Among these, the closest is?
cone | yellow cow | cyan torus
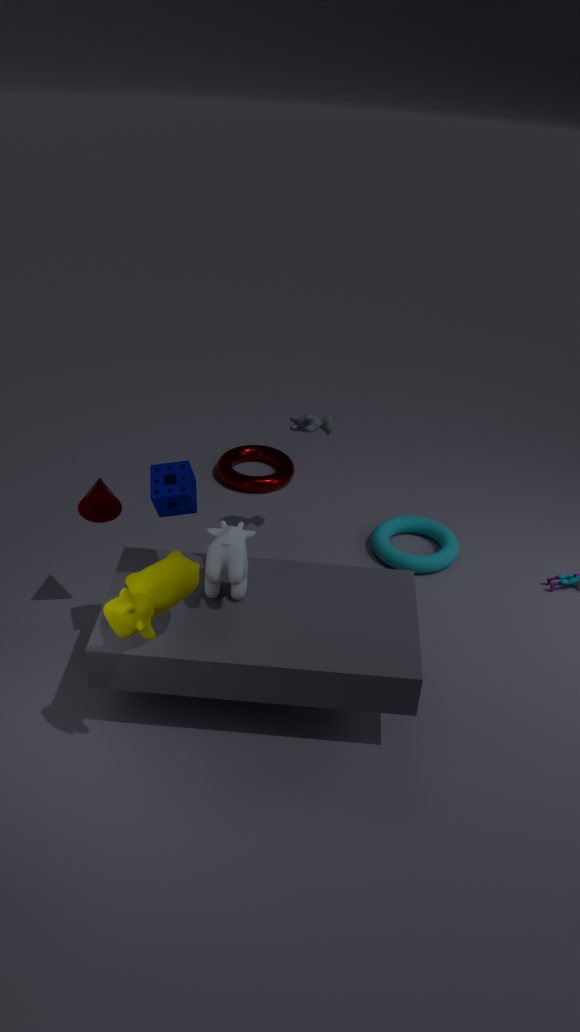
yellow cow
